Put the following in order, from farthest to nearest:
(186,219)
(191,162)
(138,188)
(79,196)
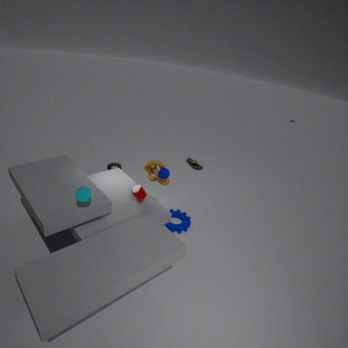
(191,162) < (186,219) < (138,188) < (79,196)
